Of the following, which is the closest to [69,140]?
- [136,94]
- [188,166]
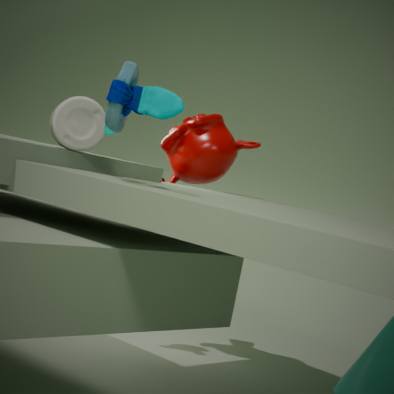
[136,94]
